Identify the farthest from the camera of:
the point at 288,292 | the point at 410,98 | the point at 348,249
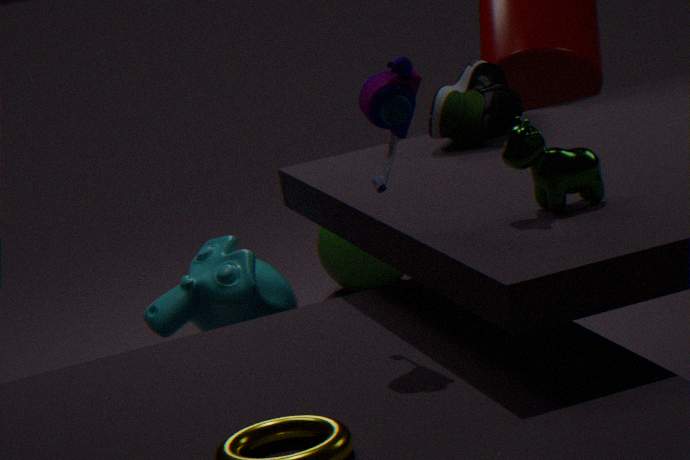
the point at 348,249
